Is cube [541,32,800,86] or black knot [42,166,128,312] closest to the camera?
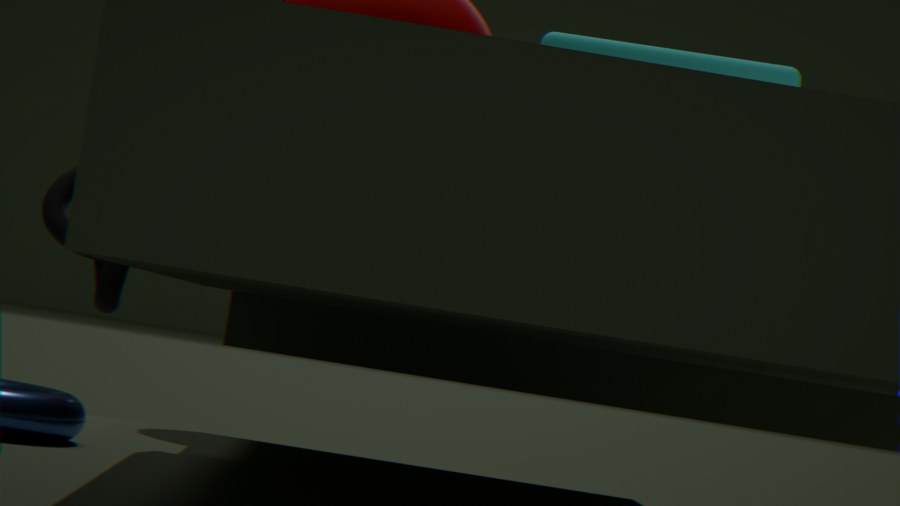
cube [541,32,800,86]
